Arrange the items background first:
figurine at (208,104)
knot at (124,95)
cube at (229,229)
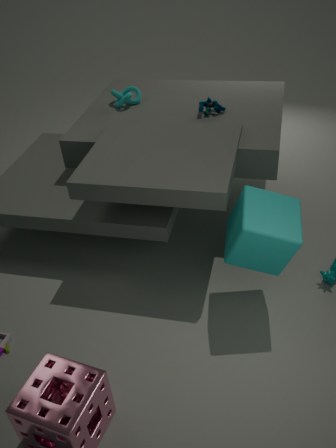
knot at (124,95) < figurine at (208,104) < cube at (229,229)
